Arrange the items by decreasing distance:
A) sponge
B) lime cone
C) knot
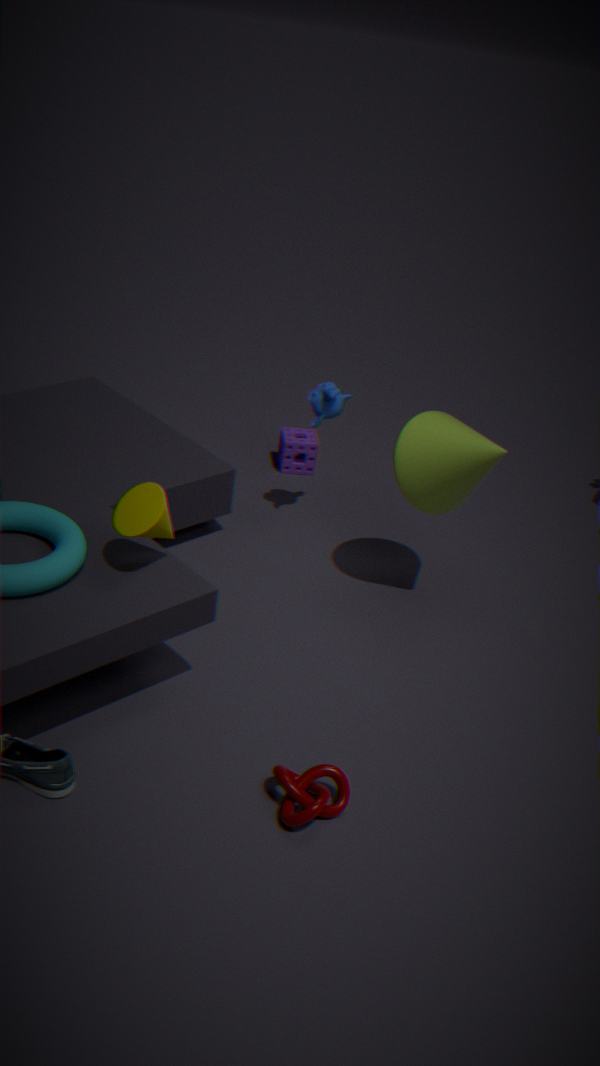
sponge → lime cone → knot
